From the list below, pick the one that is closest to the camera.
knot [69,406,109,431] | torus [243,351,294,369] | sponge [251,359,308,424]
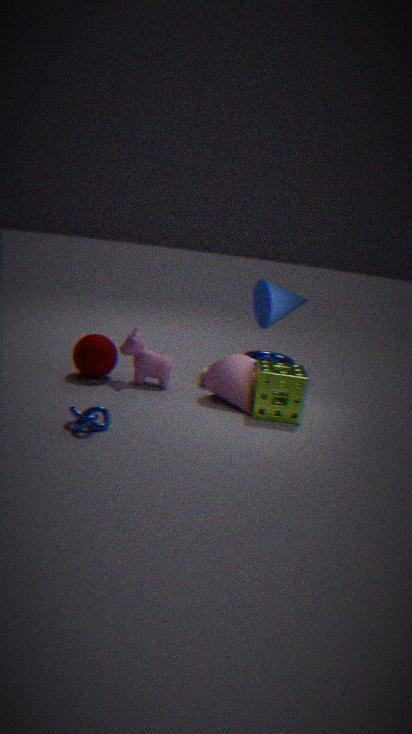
knot [69,406,109,431]
